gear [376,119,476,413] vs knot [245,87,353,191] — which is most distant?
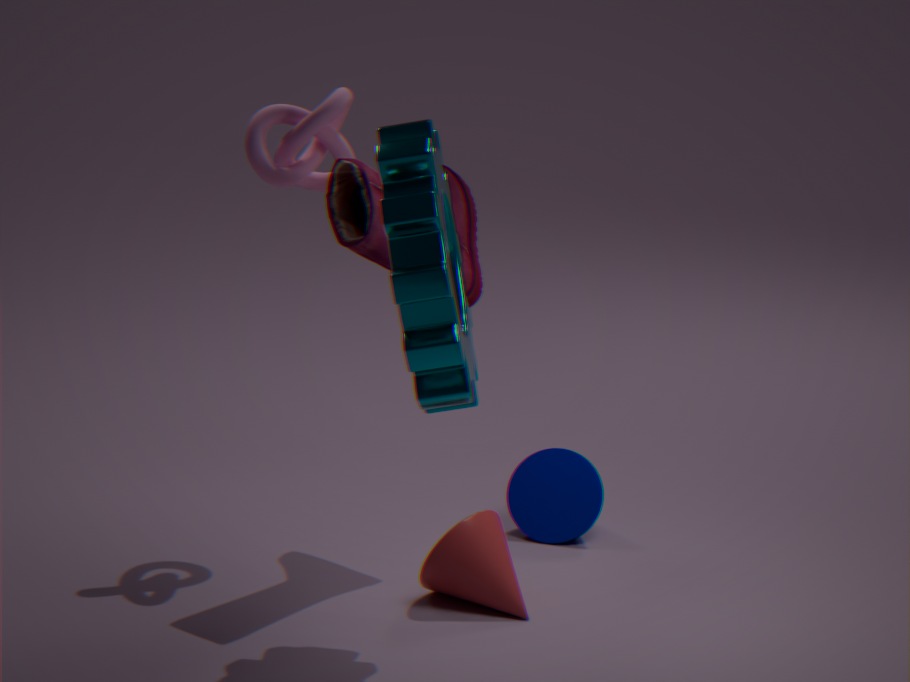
knot [245,87,353,191]
